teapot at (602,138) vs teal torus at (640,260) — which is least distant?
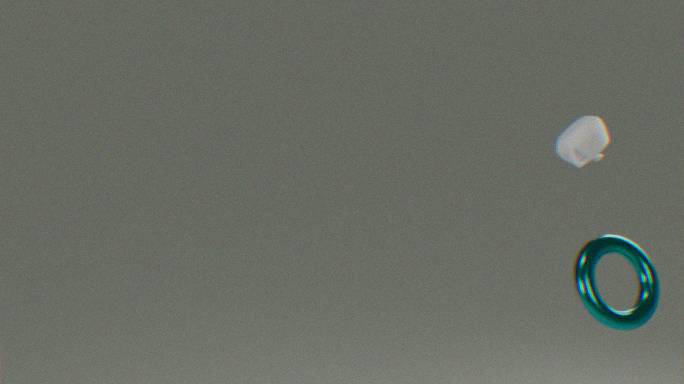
teal torus at (640,260)
